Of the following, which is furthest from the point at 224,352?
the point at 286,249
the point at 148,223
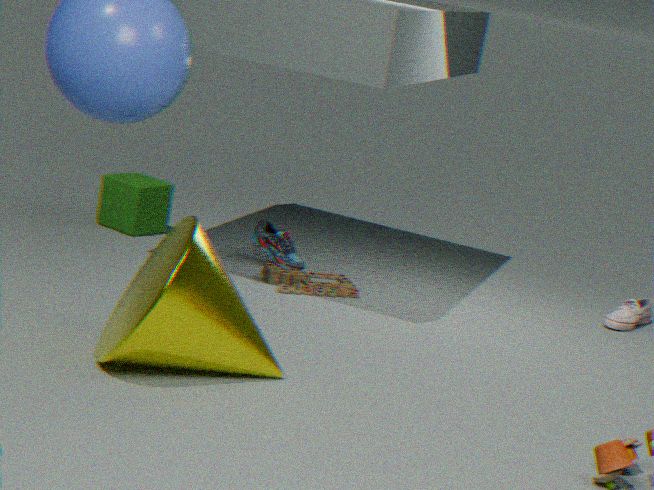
the point at 148,223
